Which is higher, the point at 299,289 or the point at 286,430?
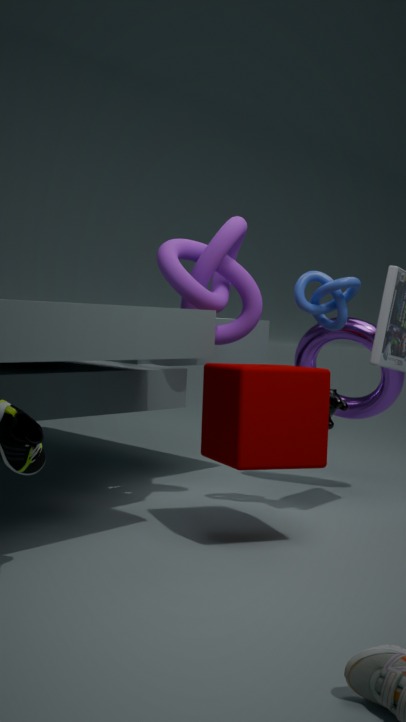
the point at 299,289
